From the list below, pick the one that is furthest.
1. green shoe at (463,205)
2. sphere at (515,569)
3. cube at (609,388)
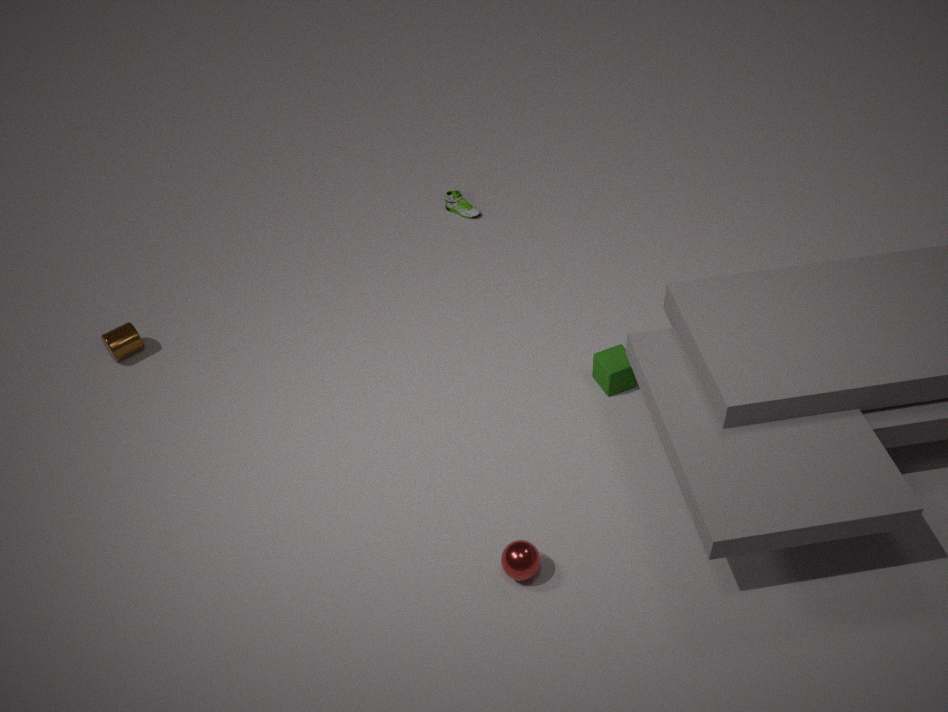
green shoe at (463,205)
